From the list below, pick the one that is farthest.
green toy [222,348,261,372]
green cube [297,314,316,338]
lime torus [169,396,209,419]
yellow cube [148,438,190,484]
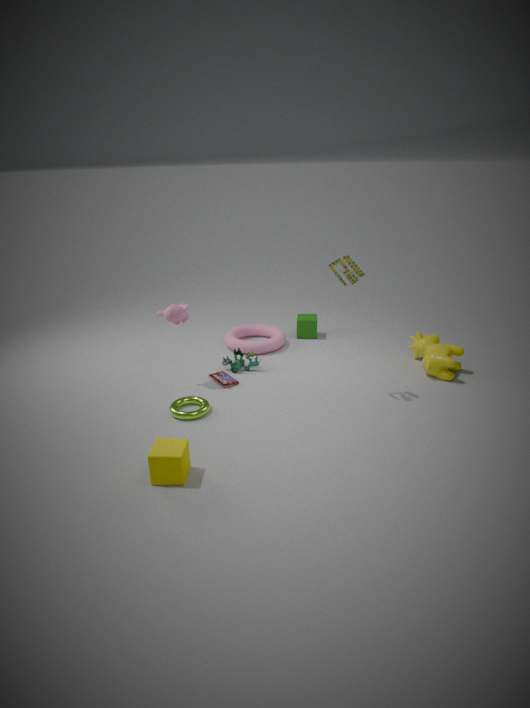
green cube [297,314,316,338]
